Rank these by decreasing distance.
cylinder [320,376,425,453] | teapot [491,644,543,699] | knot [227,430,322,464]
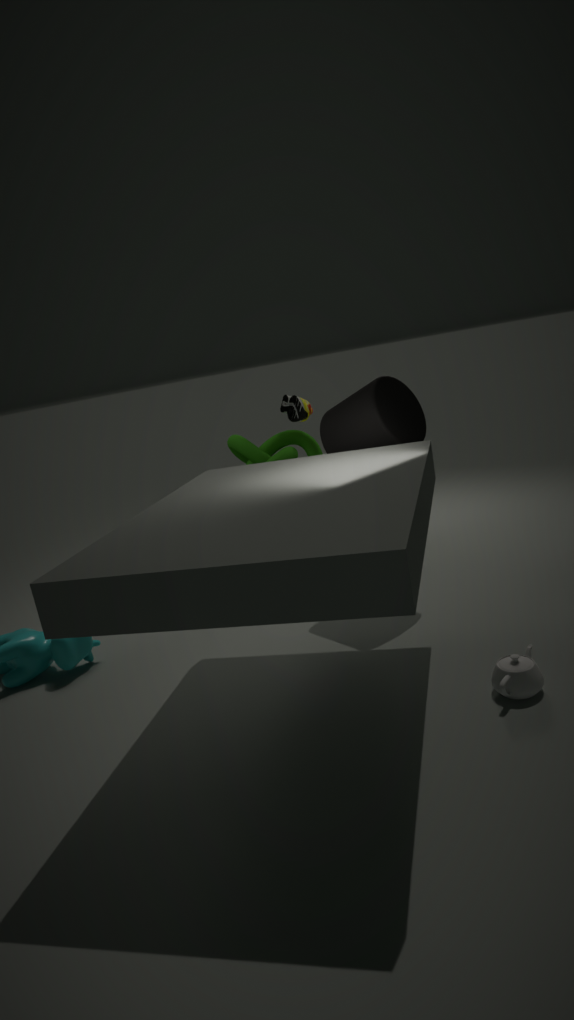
1. knot [227,430,322,464]
2. cylinder [320,376,425,453]
3. teapot [491,644,543,699]
